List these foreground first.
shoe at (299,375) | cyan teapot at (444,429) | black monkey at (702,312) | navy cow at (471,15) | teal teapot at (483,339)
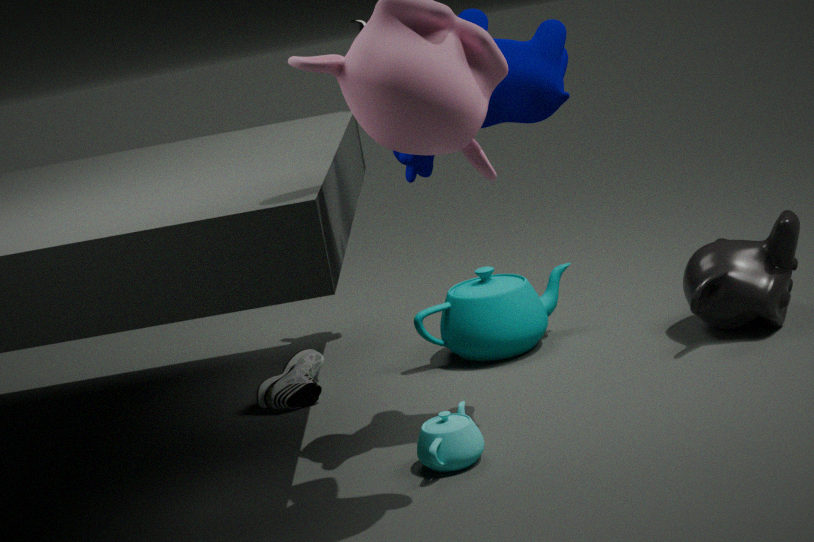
navy cow at (471,15) < cyan teapot at (444,429) < black monkey at (702,312) < shoe at (299,375) < teal teapot at (483,339)
